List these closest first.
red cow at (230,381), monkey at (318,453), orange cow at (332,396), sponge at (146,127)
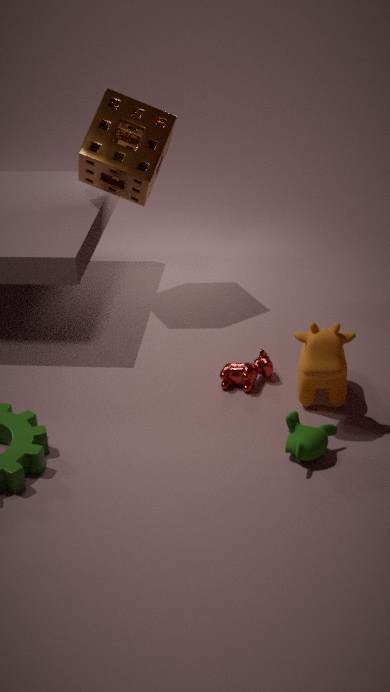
monkey at (318,453), orange cow at (332,396), red cow at (230,381), sponge at (146,127)
